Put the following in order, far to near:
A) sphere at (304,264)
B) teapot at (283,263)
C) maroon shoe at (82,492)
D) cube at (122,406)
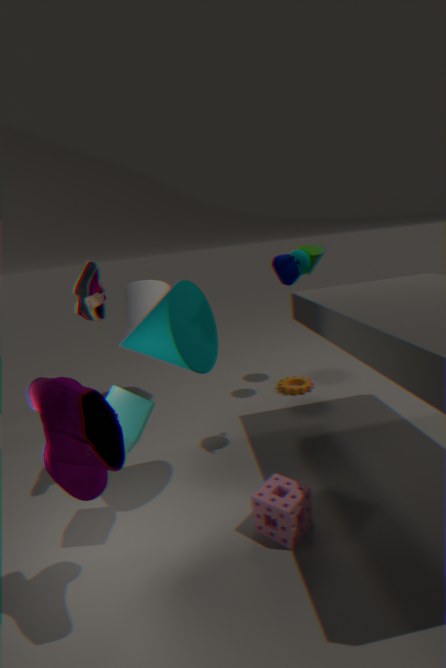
sphere at (304,264) → teapot at (283,263) → cube at (122,406) → maroon shoe at (82,492)
